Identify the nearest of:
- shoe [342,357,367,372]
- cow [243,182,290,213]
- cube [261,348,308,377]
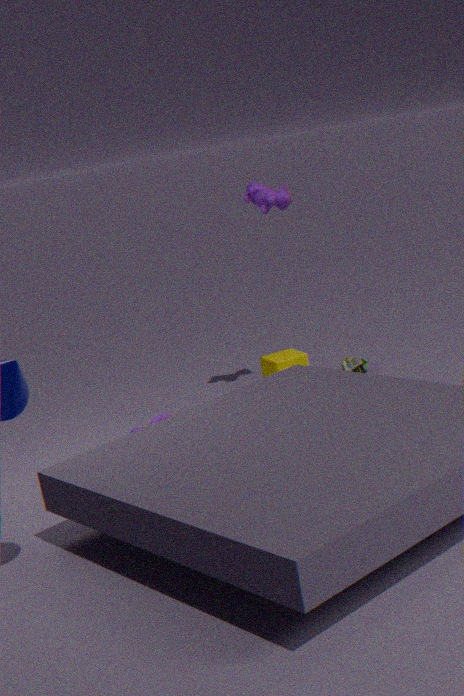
cow [243,182,290,213]
